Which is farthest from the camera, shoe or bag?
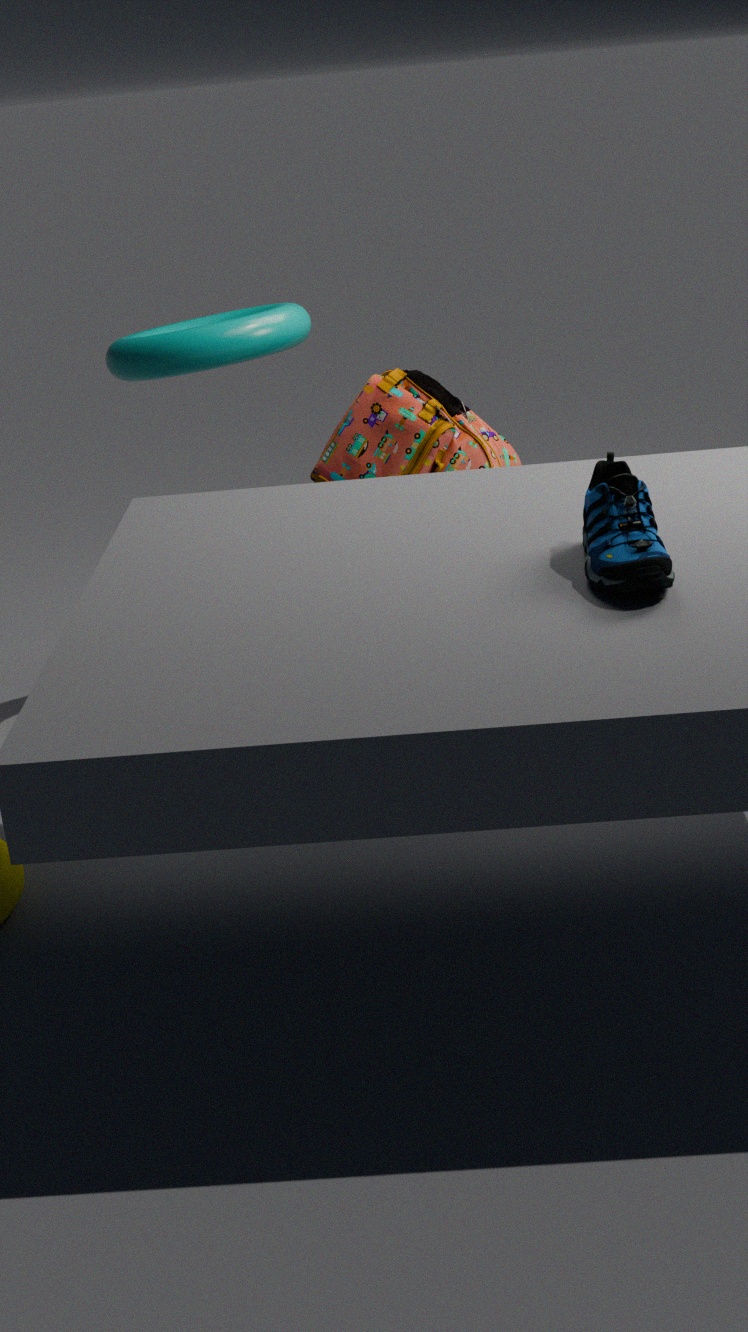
bag
